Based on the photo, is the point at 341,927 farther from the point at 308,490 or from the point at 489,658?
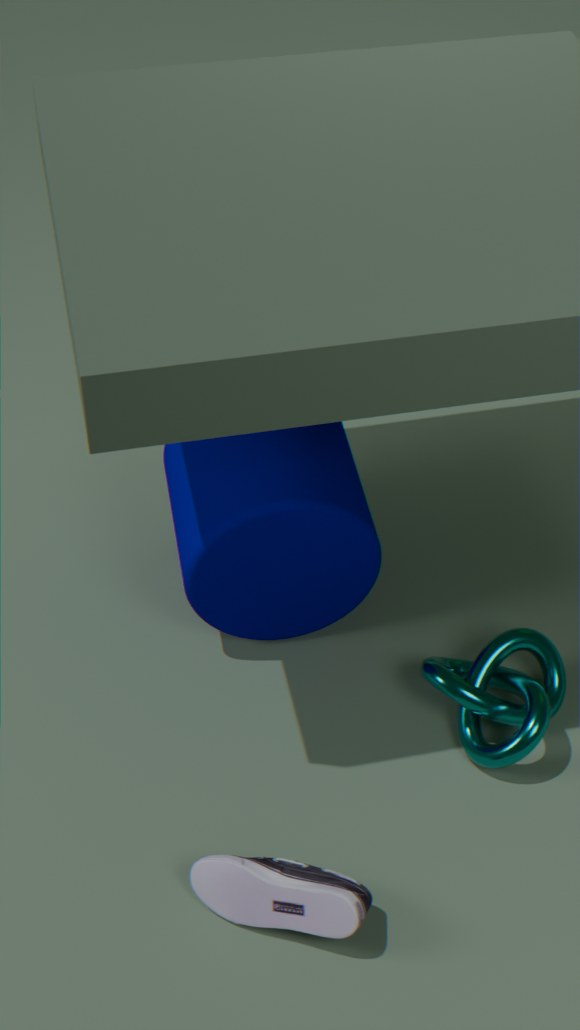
the point at 308,490
